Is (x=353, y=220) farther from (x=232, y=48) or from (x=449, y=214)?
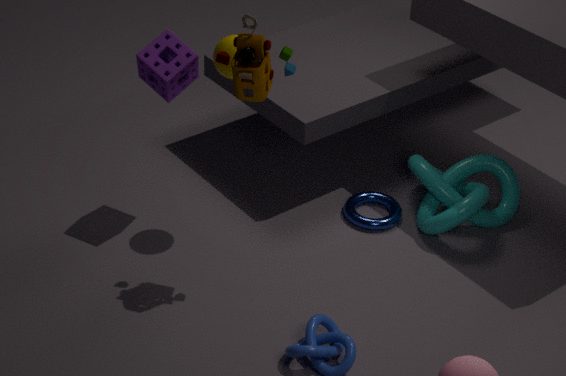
(x=232, y=48)
